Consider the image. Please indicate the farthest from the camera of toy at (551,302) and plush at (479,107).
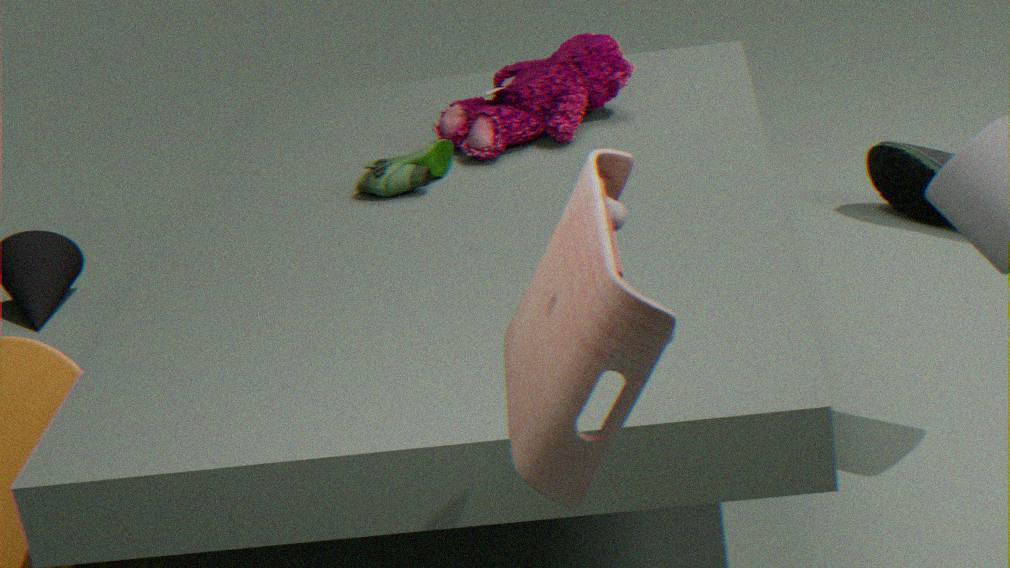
plush at (479,107)
